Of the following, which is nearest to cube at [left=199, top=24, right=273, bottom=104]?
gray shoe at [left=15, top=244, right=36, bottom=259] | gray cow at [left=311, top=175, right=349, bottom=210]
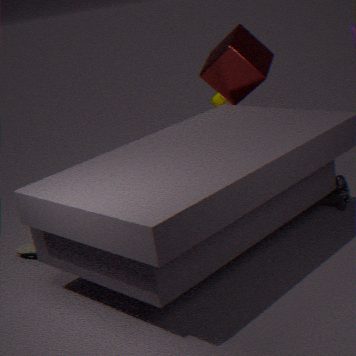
gray cow at [left=311, top=175, right=349, bottom=210]
